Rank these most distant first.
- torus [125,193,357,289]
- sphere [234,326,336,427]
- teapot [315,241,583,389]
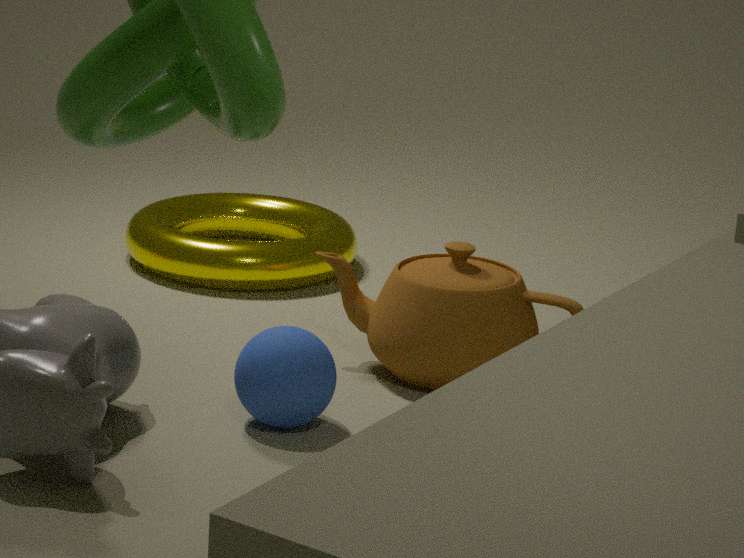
torus [125,193,357,289], teapot [315,241,583,389], sphere [234,326,336,427]
